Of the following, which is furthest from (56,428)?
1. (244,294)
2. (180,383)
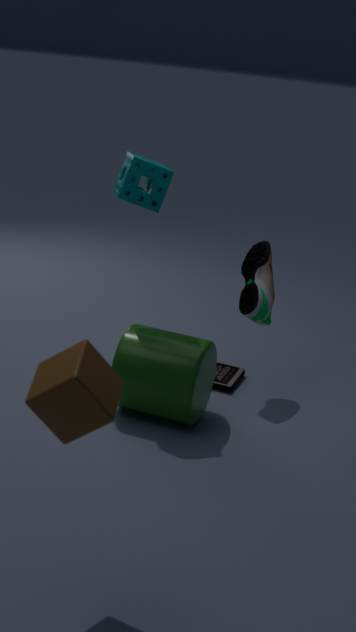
(244,294)
